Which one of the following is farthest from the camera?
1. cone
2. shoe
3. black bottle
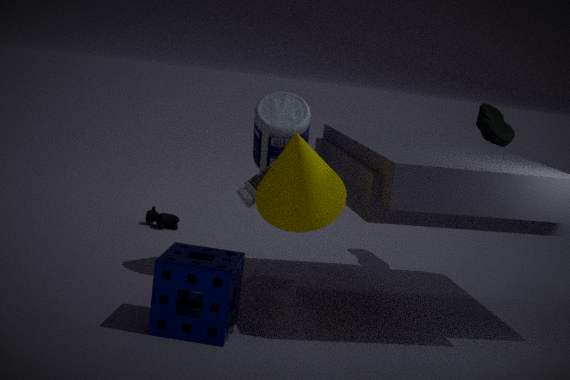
shoe
